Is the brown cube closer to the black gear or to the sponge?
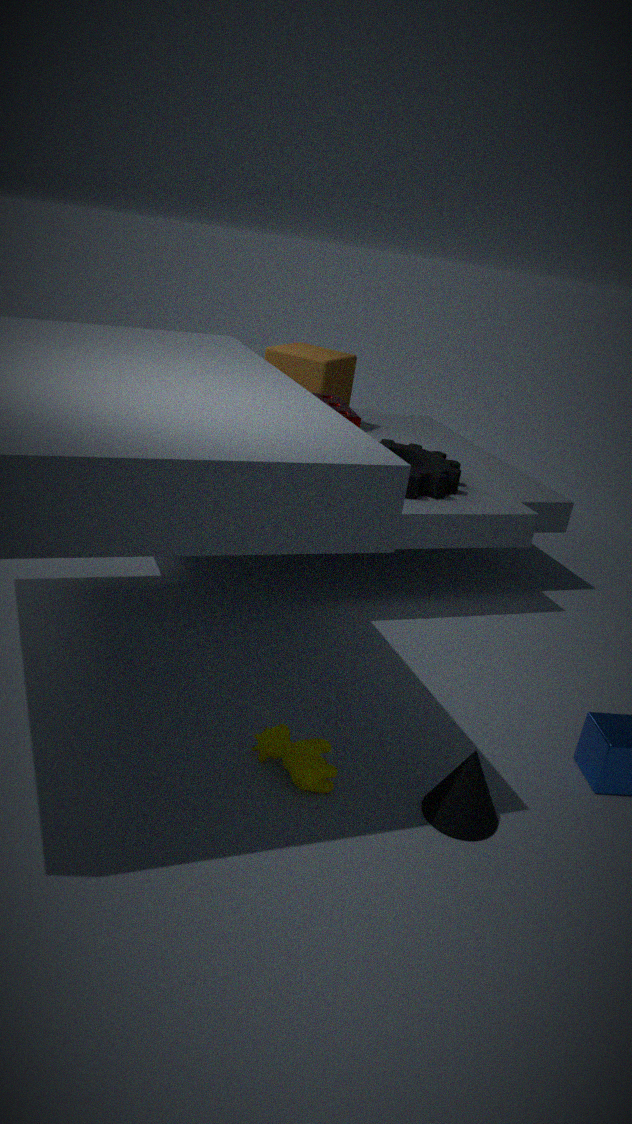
the black gear
